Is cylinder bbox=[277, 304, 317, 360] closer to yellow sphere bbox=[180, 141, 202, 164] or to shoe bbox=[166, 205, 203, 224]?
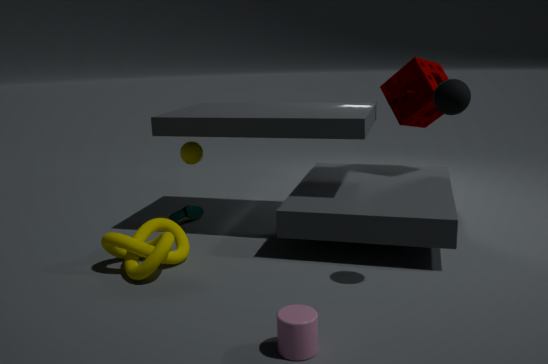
A: shoe bbox=[166, 205, 203, 224]
